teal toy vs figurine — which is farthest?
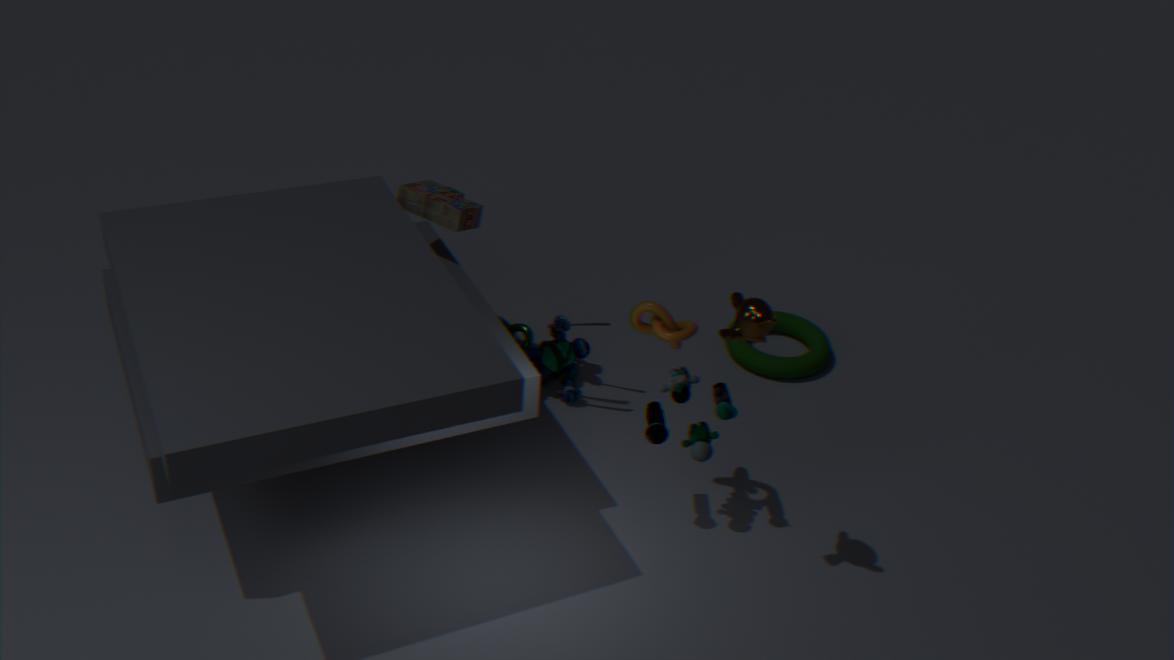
figurine
